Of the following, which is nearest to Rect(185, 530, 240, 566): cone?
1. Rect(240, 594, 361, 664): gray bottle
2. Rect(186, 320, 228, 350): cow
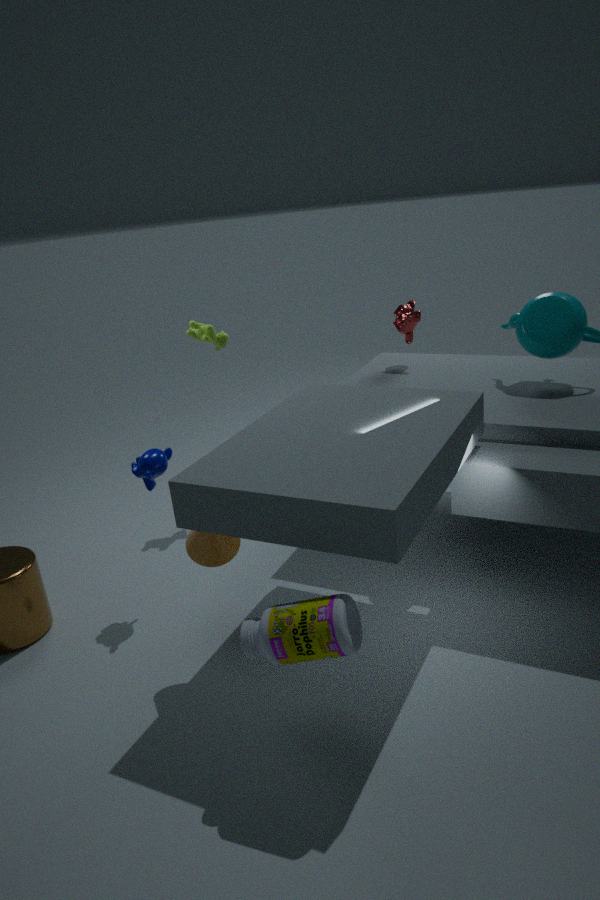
Rect(240, 594, 361, 664): gray bottle
